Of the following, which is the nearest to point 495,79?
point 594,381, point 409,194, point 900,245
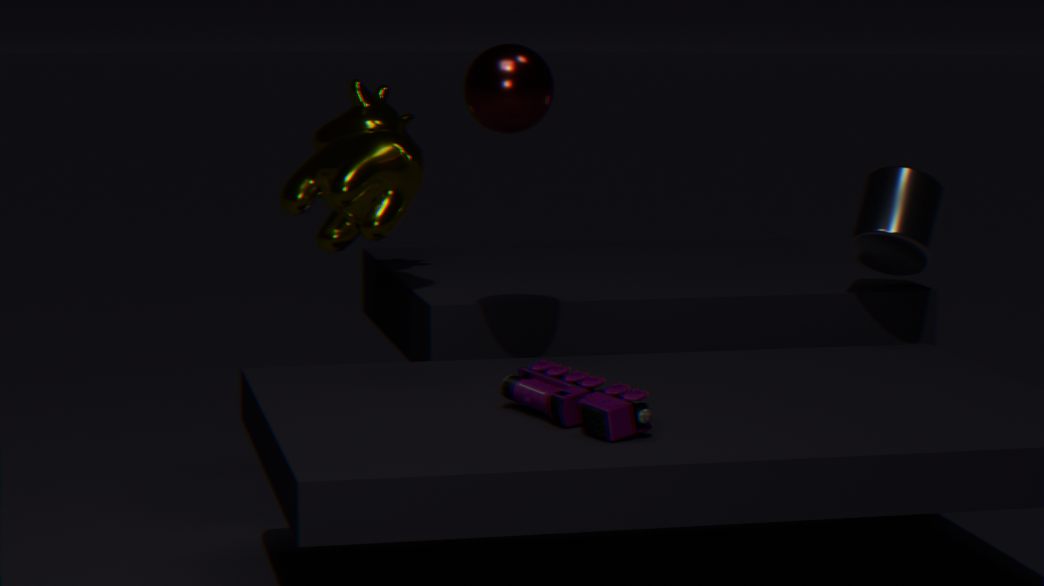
point 409,194
